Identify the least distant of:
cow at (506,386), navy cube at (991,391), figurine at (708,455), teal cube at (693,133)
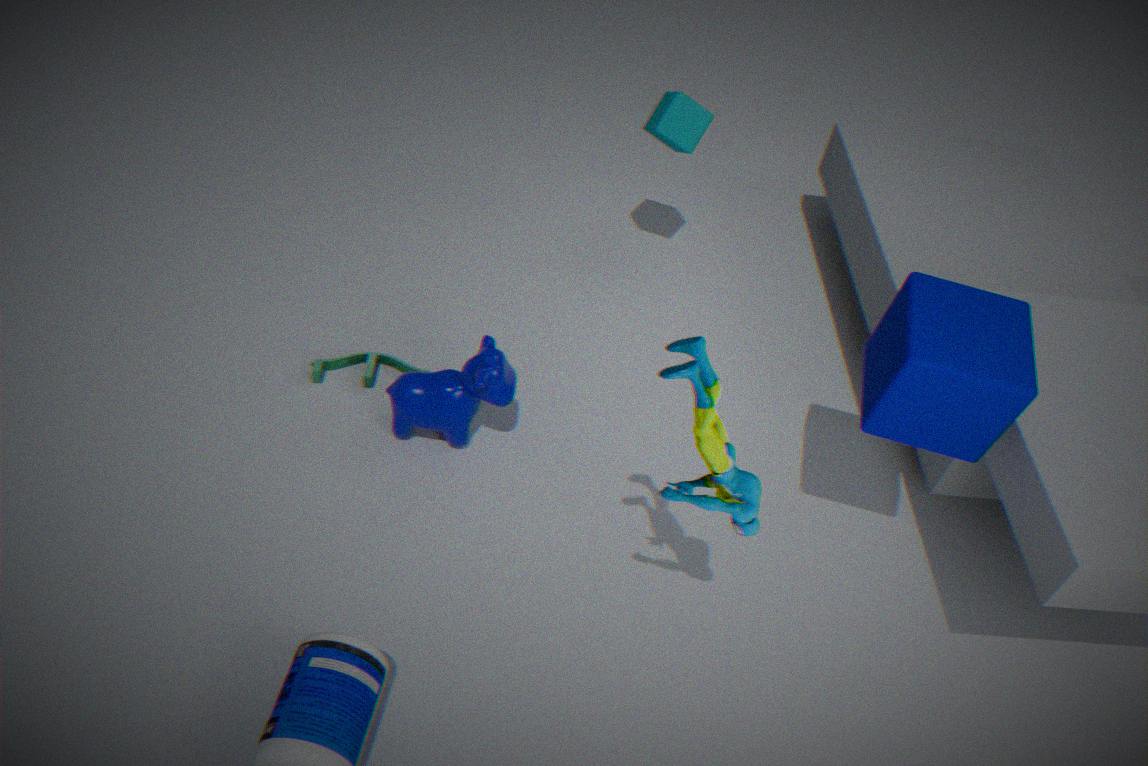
figurine at (708,455)
